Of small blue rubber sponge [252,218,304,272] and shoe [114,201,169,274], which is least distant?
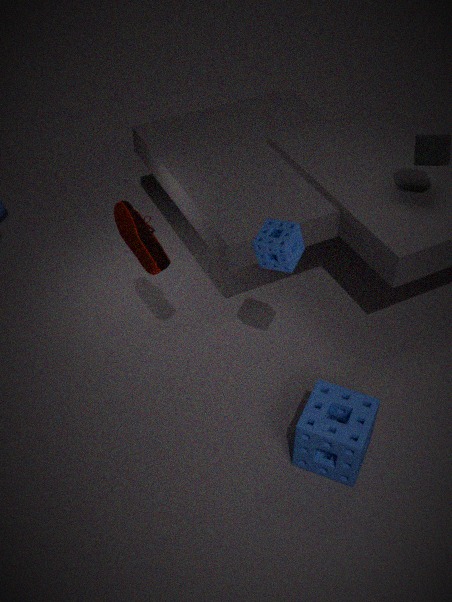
small blue rubber sponge [252,218,304,272]
